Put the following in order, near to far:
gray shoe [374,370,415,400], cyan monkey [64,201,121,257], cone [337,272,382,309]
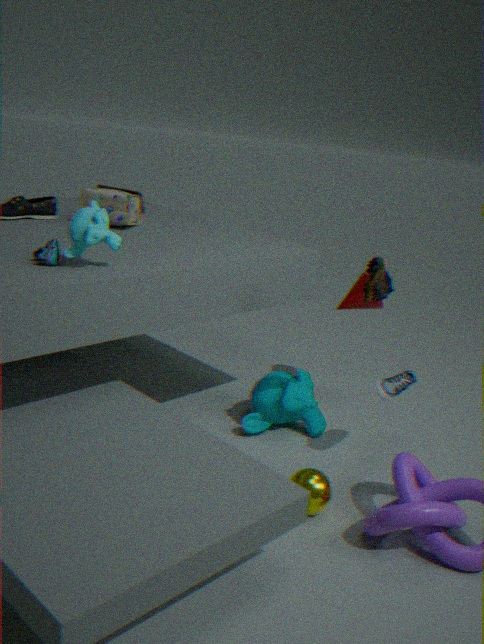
cyan monkey [64,201,121,257] < gray shoe [374,370,415,400] < cone [337,272,382,309]
